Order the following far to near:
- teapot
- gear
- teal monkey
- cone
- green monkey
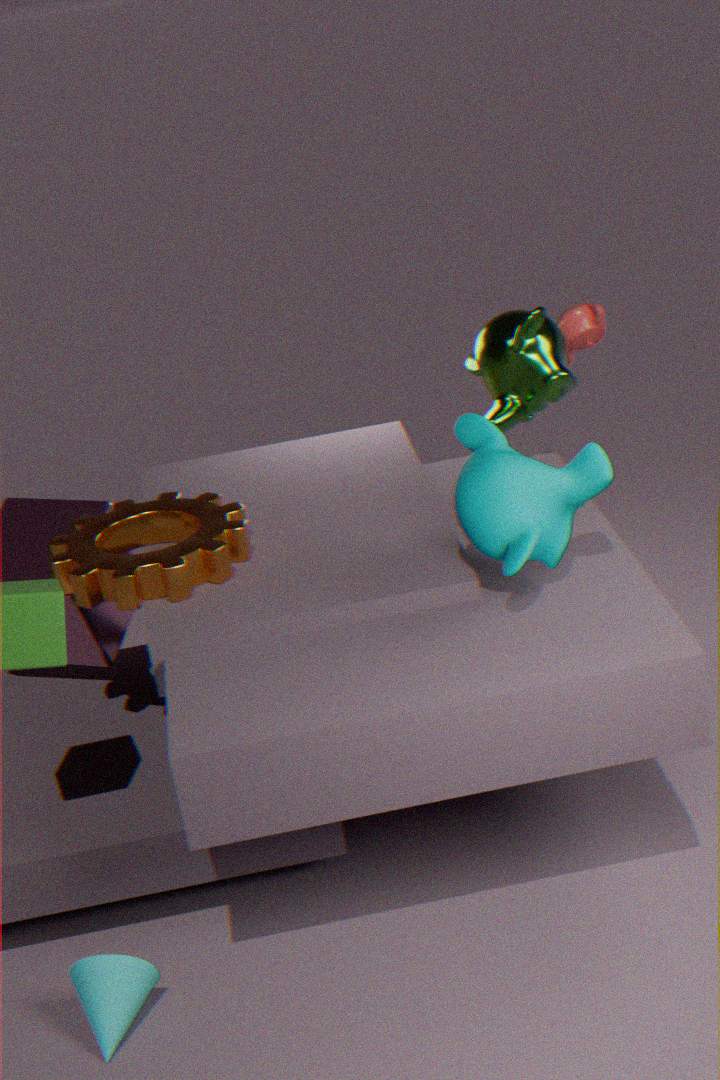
teapot, green monkey, gear, teal monkey, cone
